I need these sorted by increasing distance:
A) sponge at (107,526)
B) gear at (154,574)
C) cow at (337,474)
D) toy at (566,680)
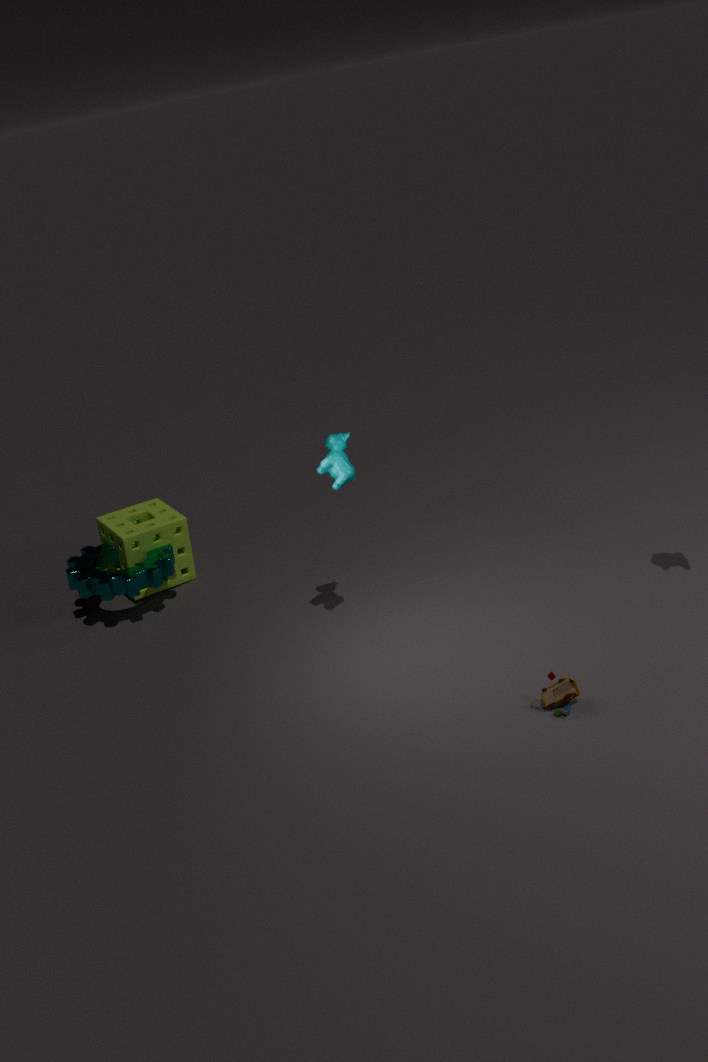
toy at (566,680) → cow at (337,474) → gear at (154,574) → sponge at (107,526)
